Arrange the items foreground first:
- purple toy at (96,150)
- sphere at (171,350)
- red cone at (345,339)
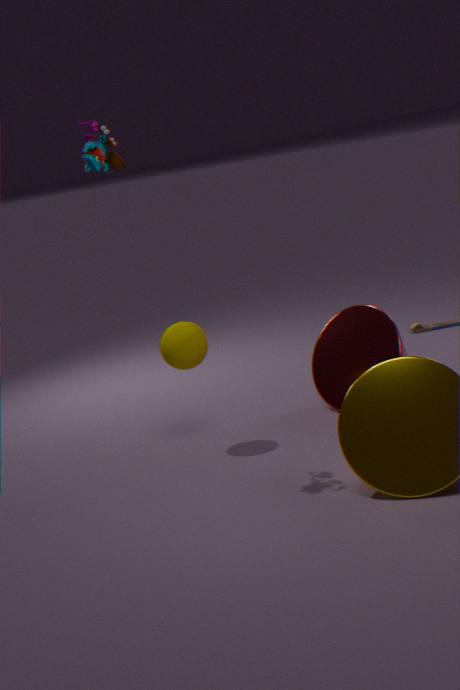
purple toy at (96,150) < sphere at (171,350) < red cone at (345,339)
